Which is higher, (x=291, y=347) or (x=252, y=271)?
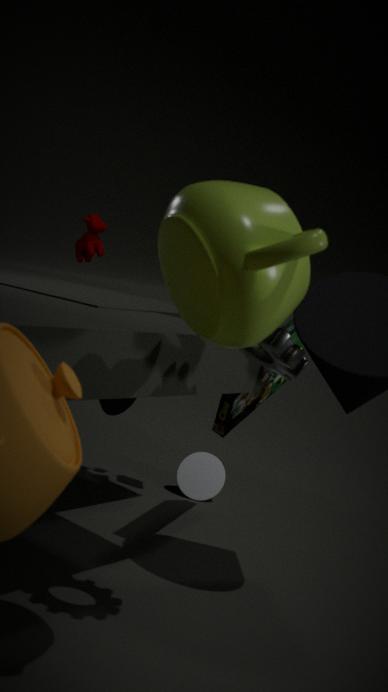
(x=252, y=271)
